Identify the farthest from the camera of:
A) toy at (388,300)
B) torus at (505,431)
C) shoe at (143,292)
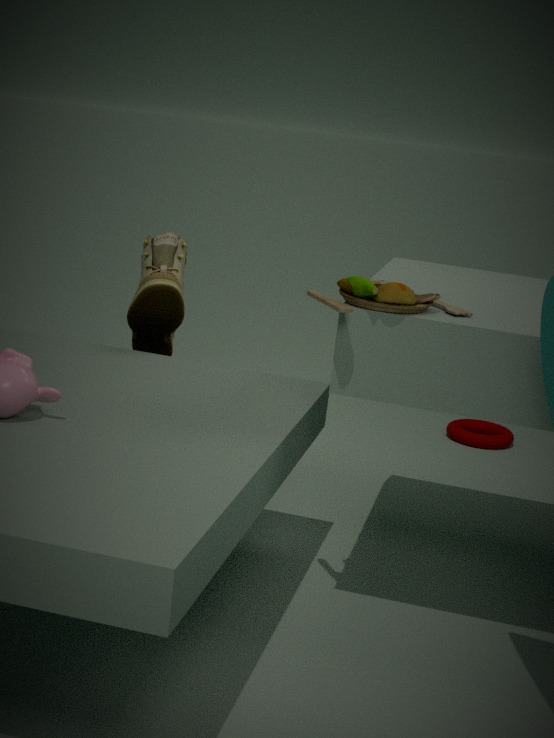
torus at (505,431)
